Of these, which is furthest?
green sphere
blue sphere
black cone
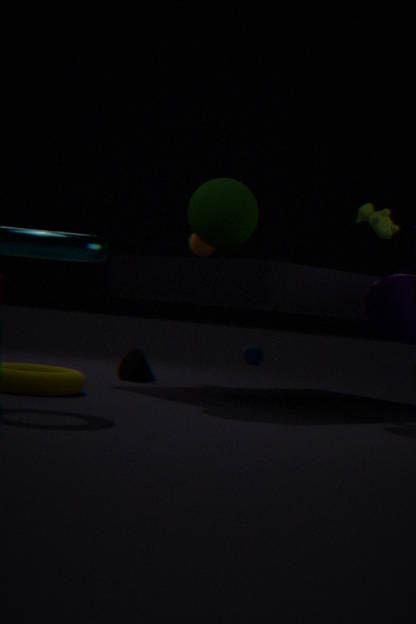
blue sphere
